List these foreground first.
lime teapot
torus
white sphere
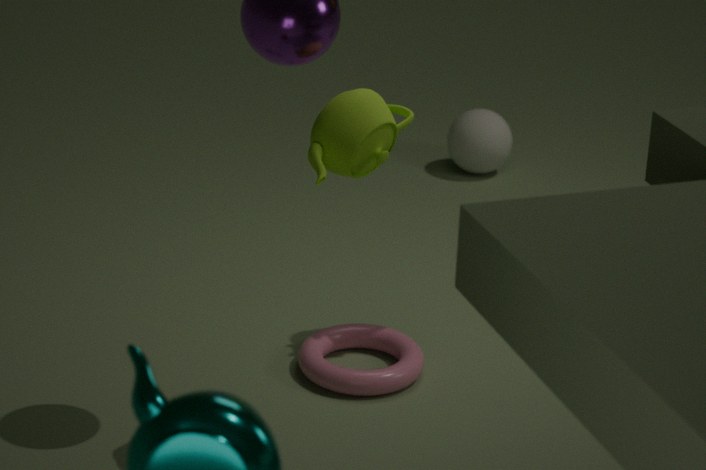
lime teapot < torus < white sphere
